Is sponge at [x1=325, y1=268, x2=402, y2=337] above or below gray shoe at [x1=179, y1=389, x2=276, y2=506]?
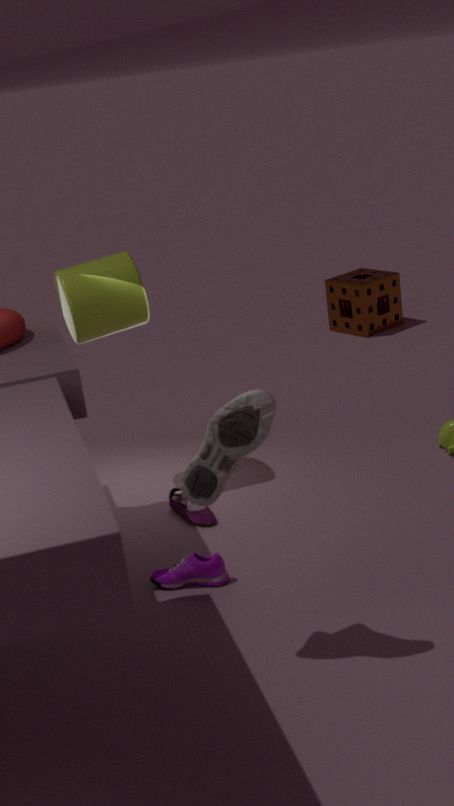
below
